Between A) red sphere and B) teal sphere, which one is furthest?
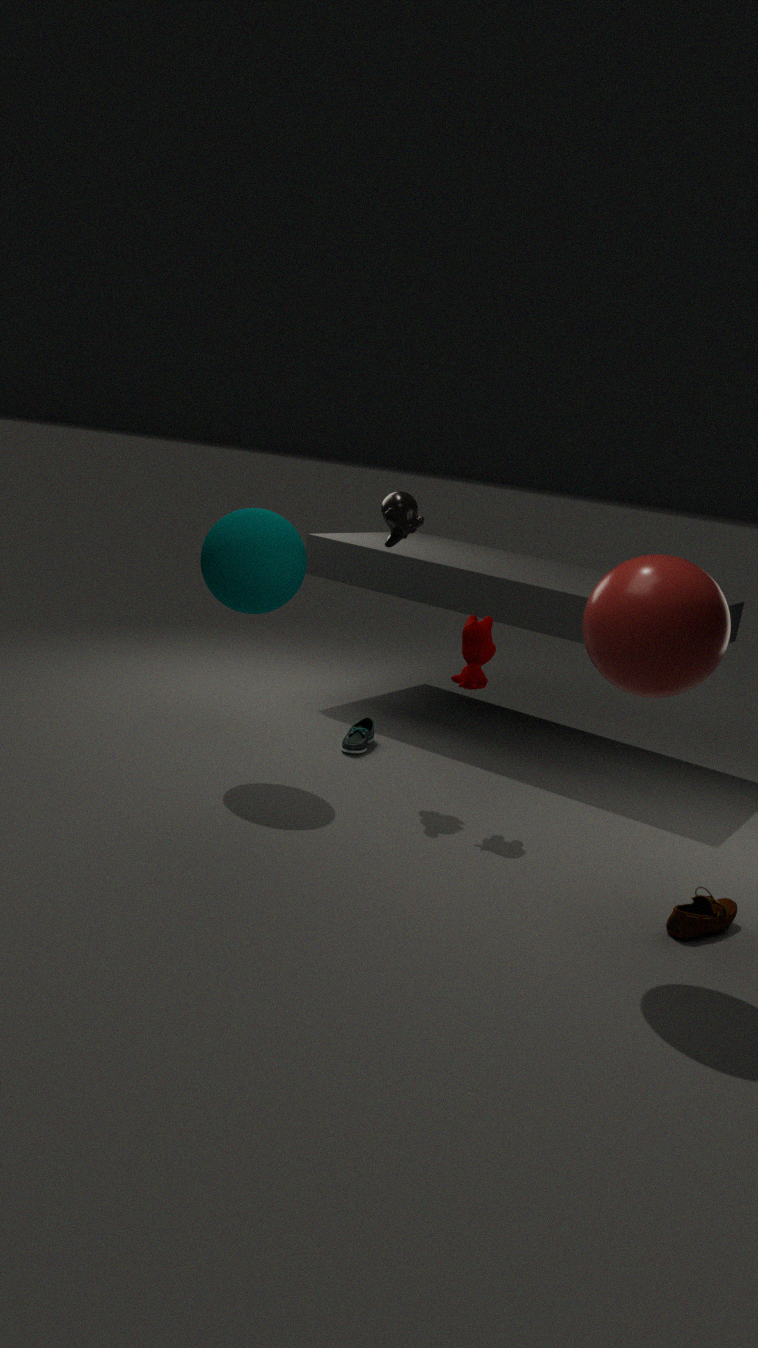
B. teal sphere
